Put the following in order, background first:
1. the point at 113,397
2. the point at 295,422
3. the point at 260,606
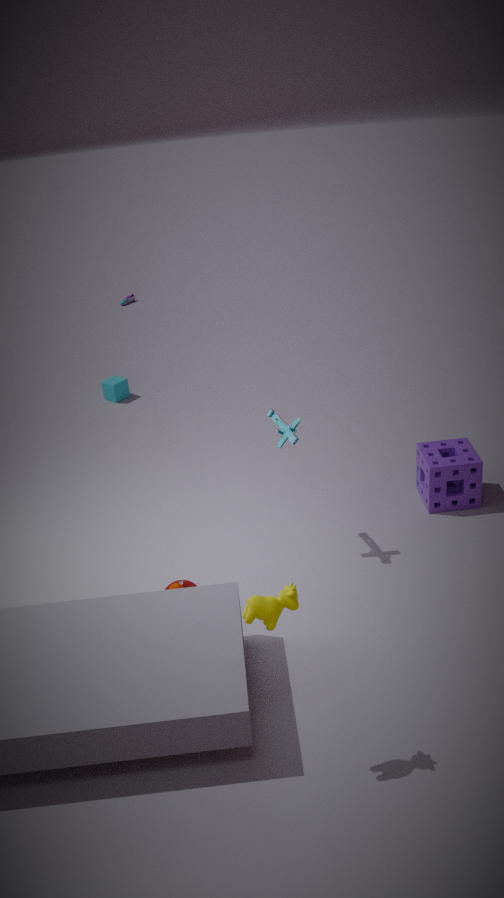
the point at 113,397
the point at 295,422
the point at 260,606
